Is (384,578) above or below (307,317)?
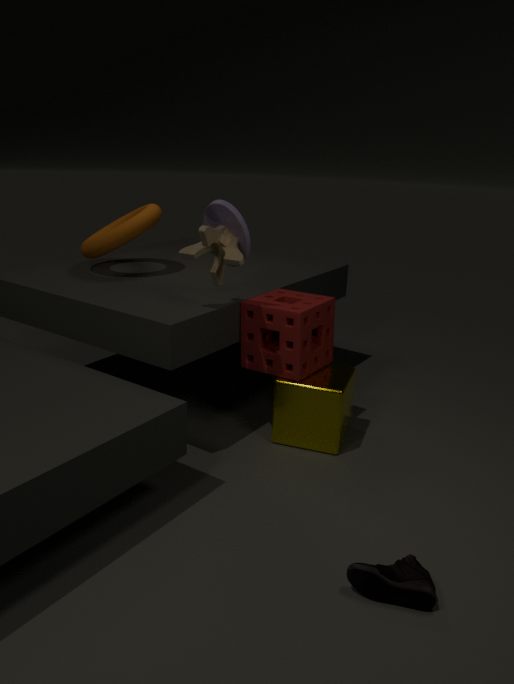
below
